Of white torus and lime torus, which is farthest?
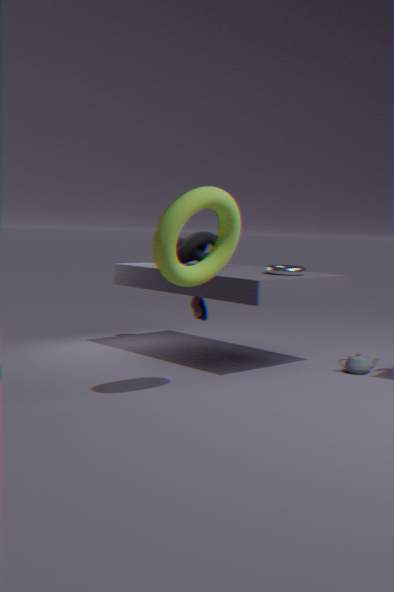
white torus
